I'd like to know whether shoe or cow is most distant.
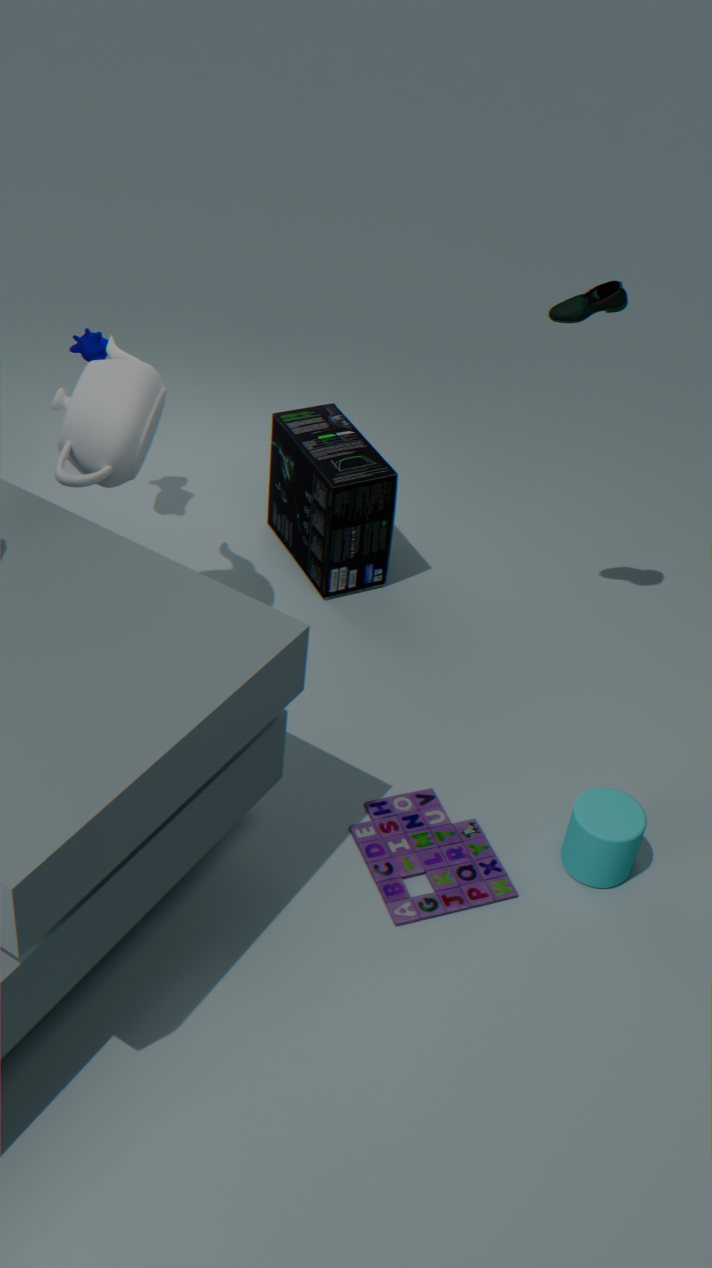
cow
